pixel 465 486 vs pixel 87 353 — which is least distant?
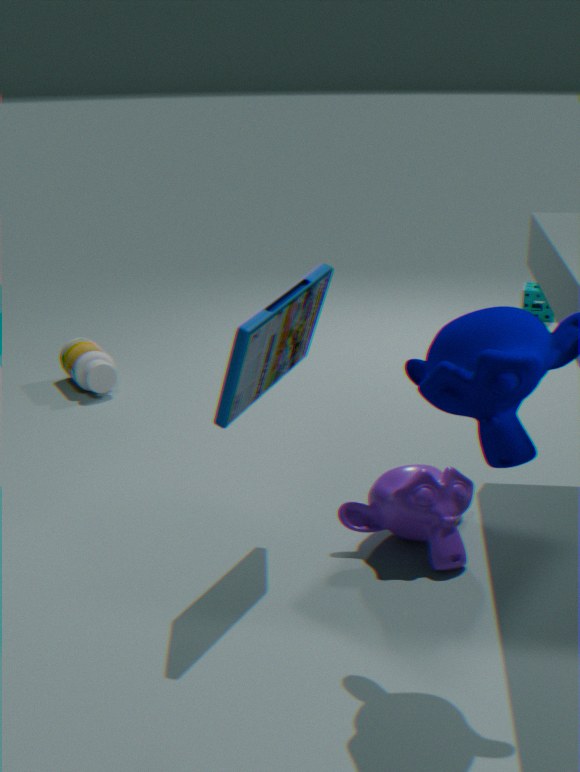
pixel 465 486
